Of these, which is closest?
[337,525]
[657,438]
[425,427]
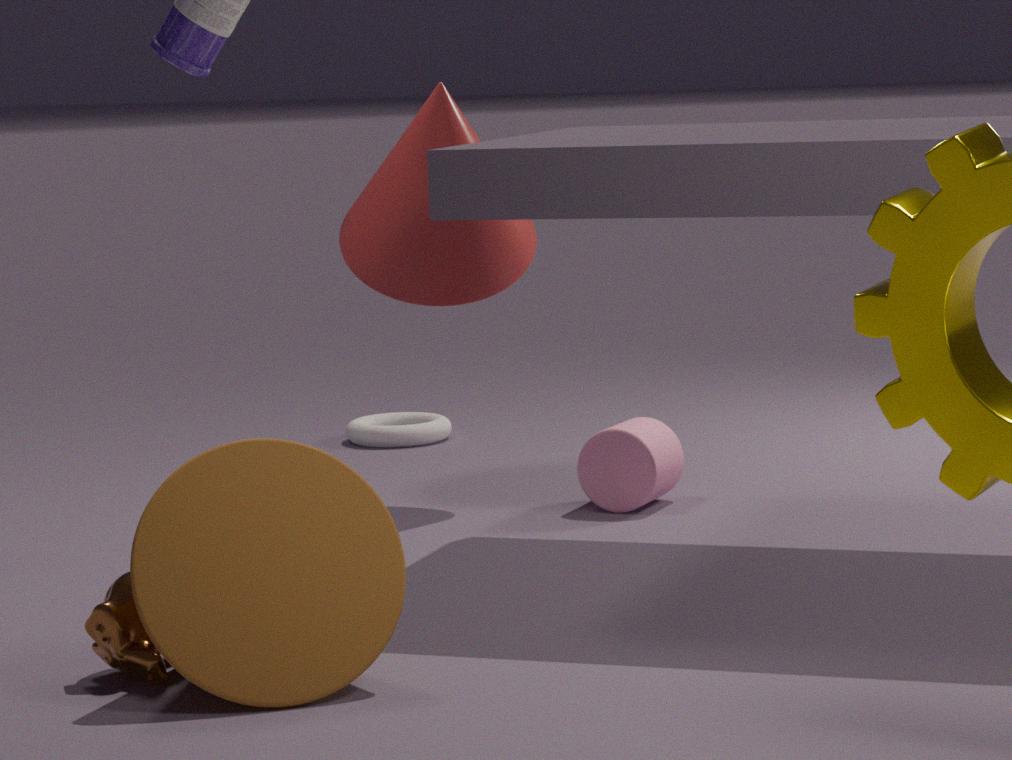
[337,525]
